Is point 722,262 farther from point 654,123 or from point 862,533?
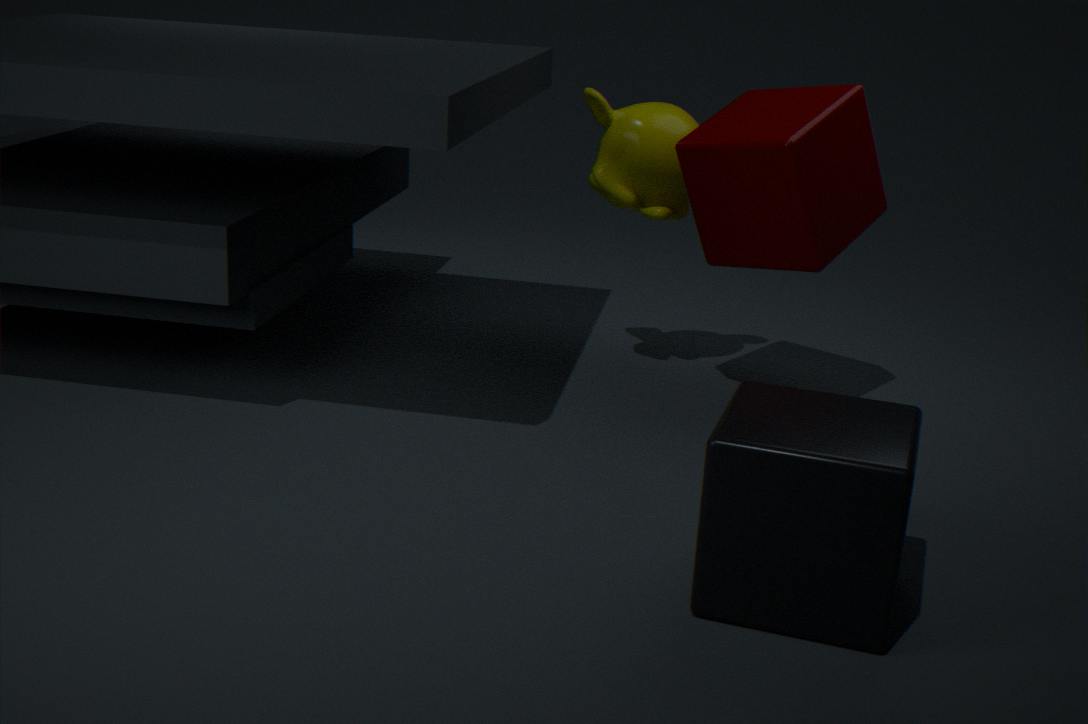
point 862,533
